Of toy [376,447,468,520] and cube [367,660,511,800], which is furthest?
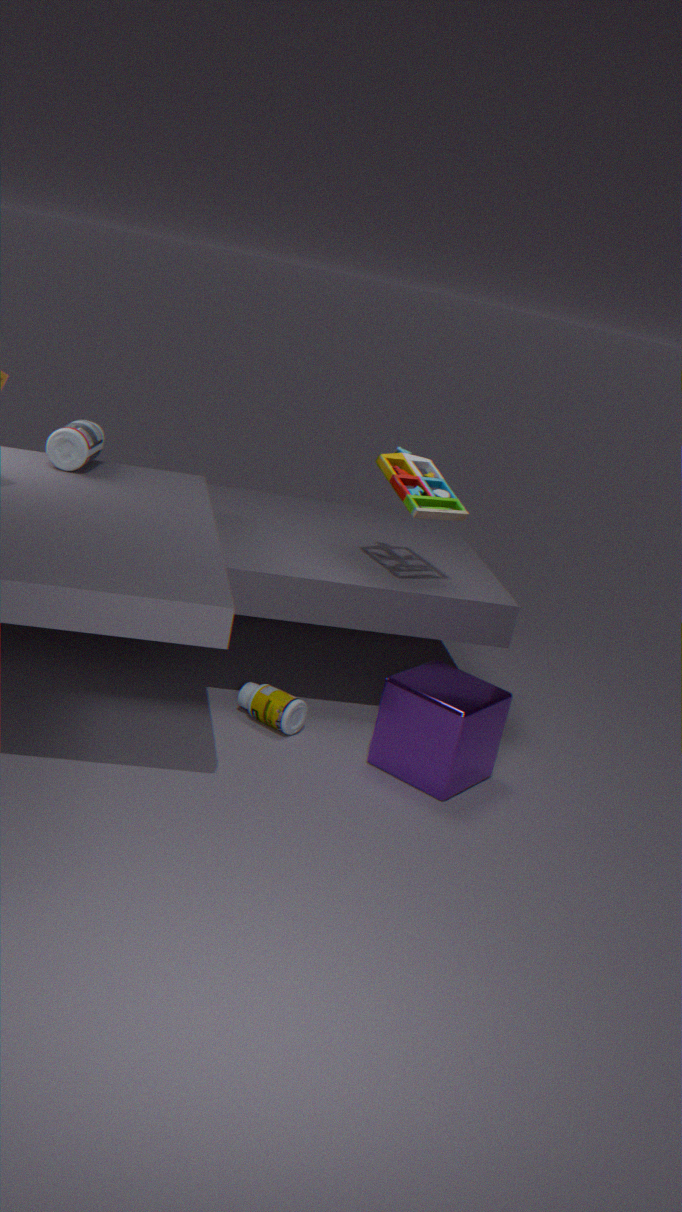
toy [376,447,468,520]
